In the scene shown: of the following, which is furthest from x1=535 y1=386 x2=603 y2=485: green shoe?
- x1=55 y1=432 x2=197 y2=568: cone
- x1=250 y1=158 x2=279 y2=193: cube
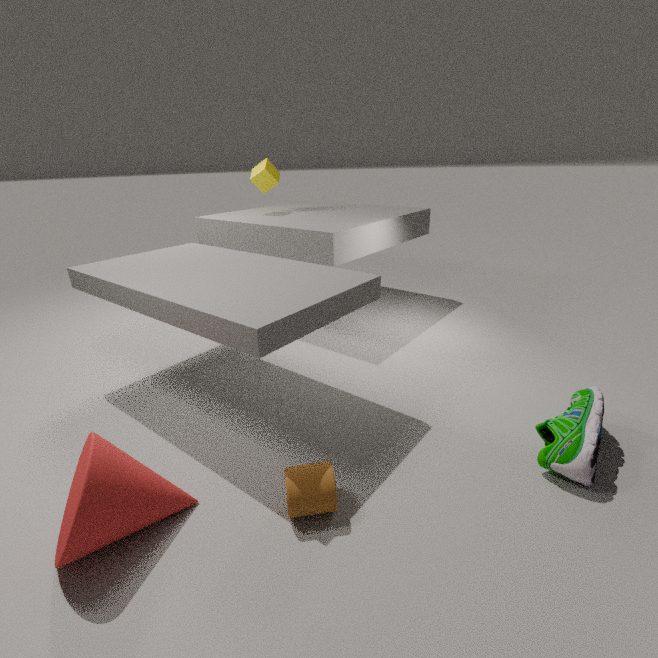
x1=250 y1=158 x2=279 y2=193: cube
